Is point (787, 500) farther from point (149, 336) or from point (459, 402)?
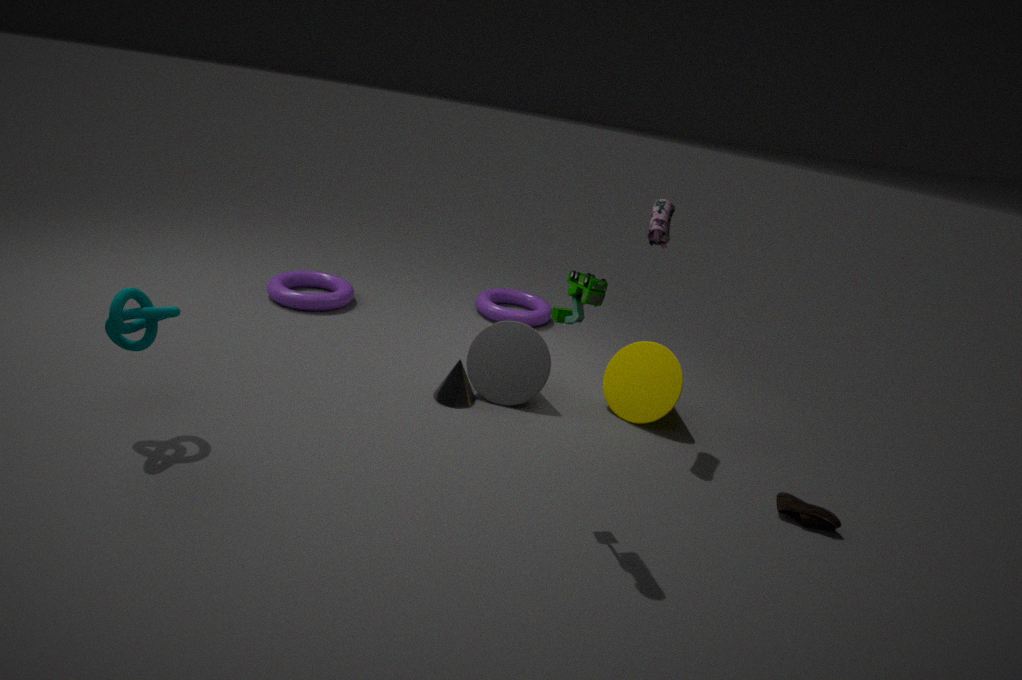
point (149, 336)
